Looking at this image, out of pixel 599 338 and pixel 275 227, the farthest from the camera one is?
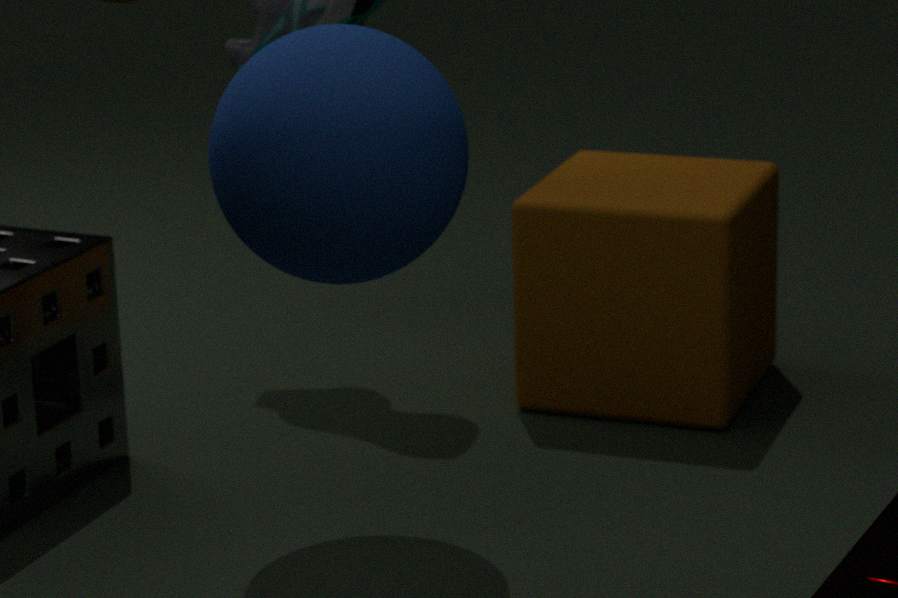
pixel 599 338
